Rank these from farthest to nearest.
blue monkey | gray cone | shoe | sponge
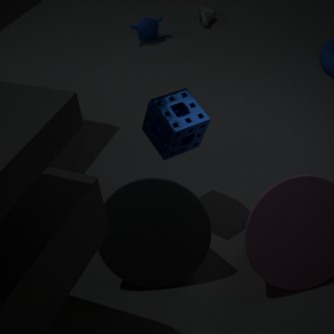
shoe → blue monkey → sponge → gray cone
